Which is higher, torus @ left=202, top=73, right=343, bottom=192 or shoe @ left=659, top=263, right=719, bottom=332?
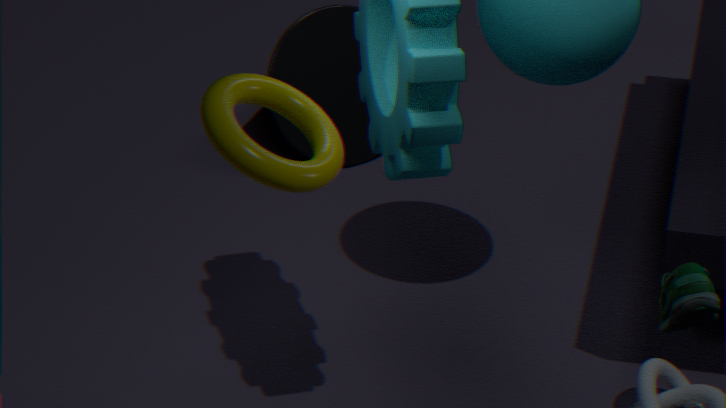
torus @ left=202, top=73, right=343, bottom=192
